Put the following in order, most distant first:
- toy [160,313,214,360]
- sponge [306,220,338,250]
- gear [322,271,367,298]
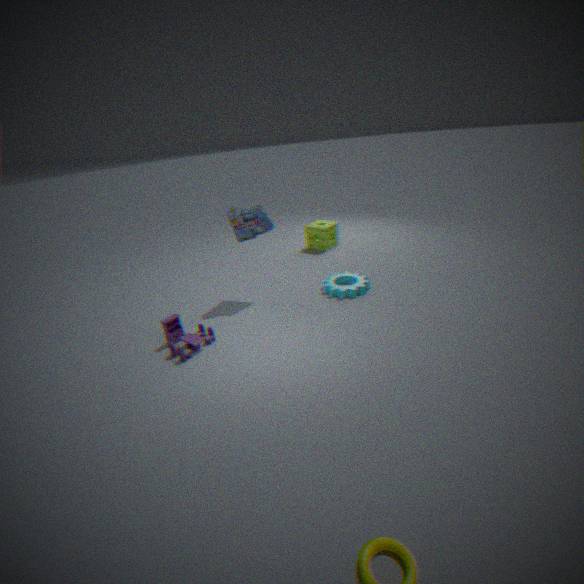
sponge [306,220,338,250] < gear [322,271,367,298] < toy [160,313,214,360]
